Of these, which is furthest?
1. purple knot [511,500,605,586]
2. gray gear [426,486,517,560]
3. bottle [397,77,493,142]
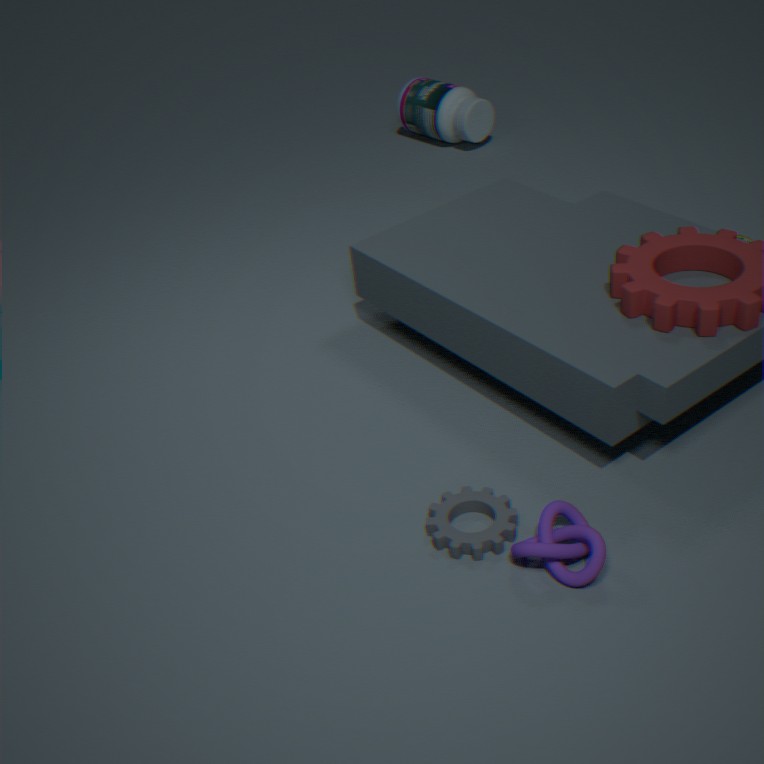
bottle [397,77,493,142]
